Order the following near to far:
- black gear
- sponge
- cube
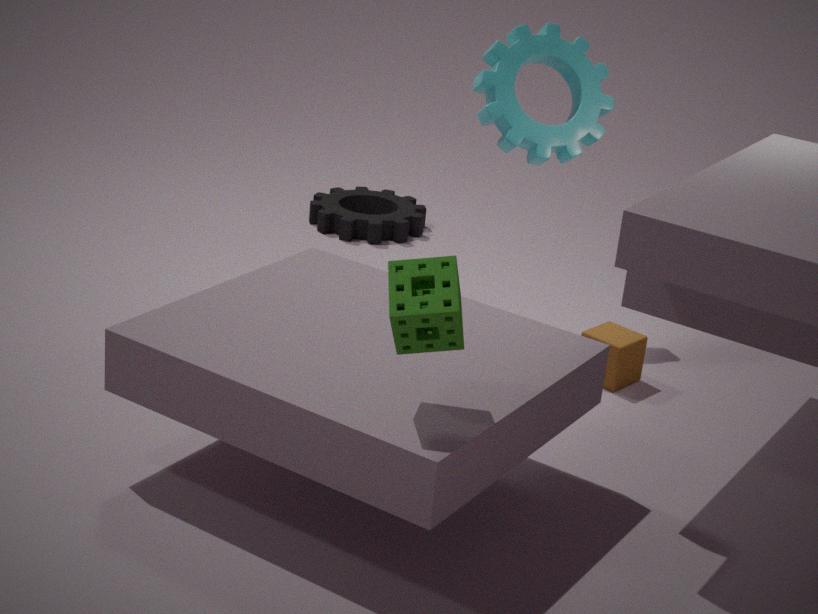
sponge
cube
black gear
